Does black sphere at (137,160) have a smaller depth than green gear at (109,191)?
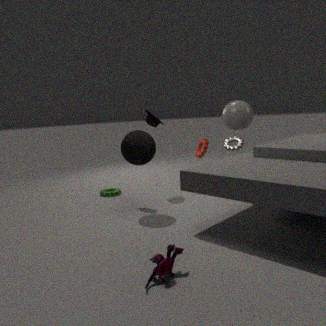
Yes
